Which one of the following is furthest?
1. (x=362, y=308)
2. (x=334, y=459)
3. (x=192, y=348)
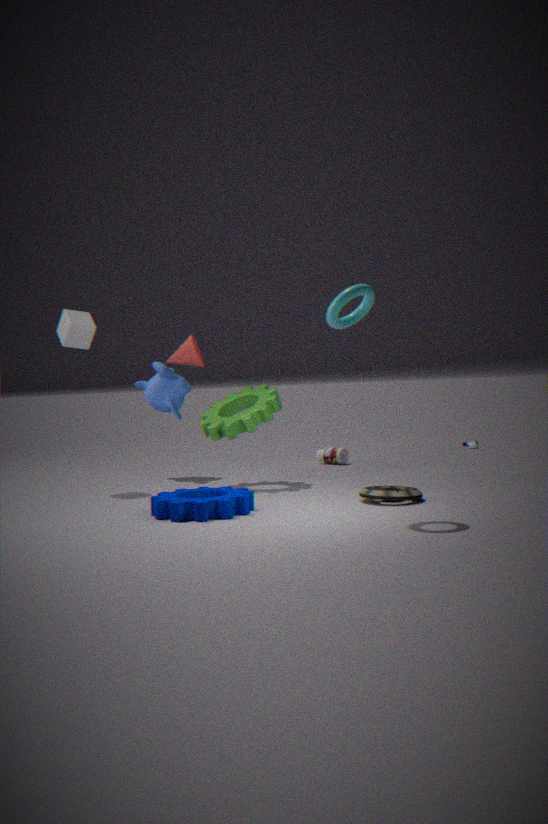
(x=334, y=459)
